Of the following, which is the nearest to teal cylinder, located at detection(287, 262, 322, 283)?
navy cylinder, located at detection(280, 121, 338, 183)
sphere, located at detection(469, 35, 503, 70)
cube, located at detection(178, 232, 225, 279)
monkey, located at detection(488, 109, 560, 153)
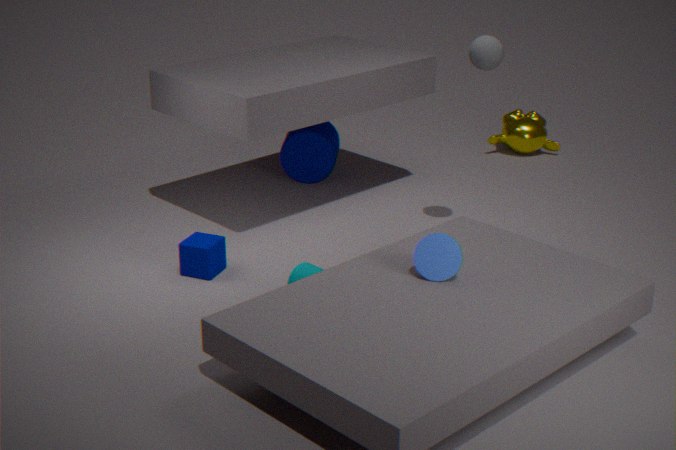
cube, located at detection(178, 232, 225, 279)
